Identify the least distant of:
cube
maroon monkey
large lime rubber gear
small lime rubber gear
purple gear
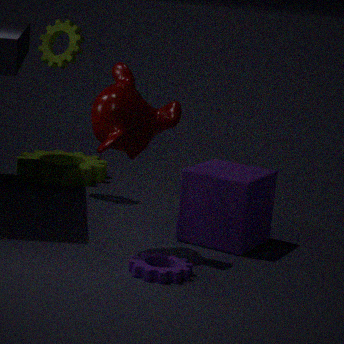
purple gear
